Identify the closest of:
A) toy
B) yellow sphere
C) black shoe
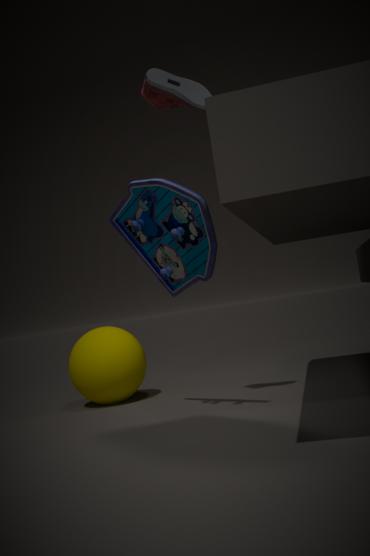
toy
